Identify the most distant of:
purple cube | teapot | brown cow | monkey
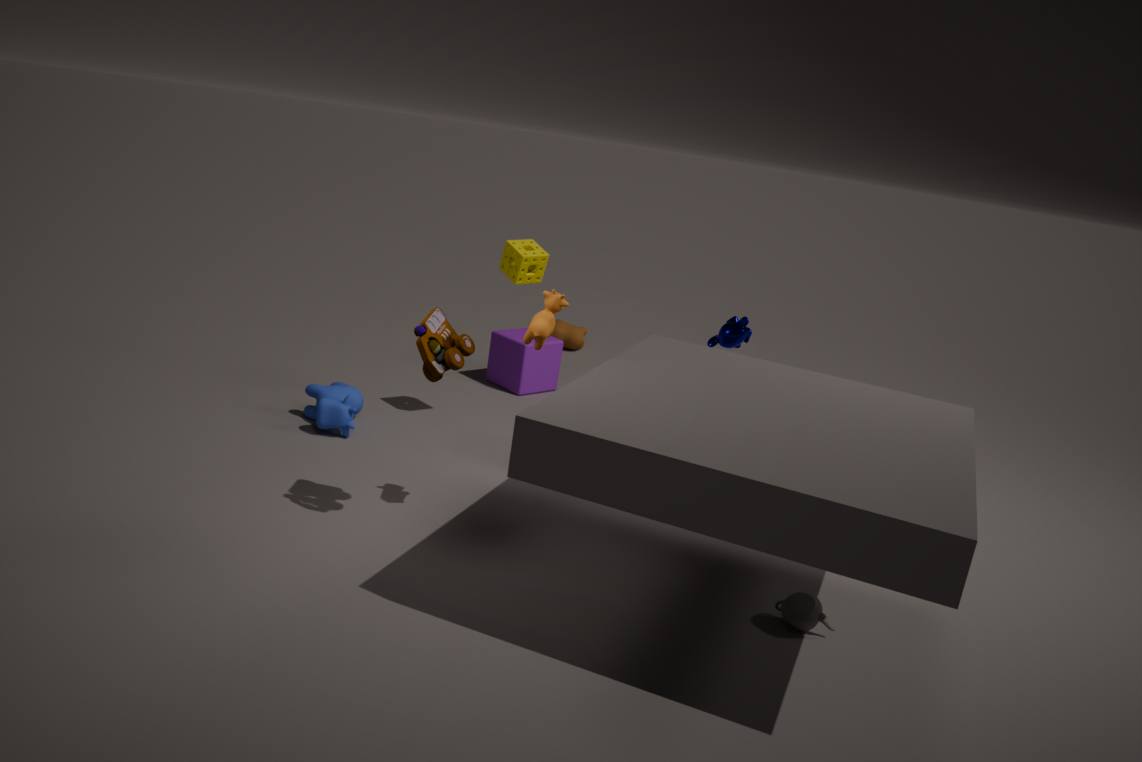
brown cow
